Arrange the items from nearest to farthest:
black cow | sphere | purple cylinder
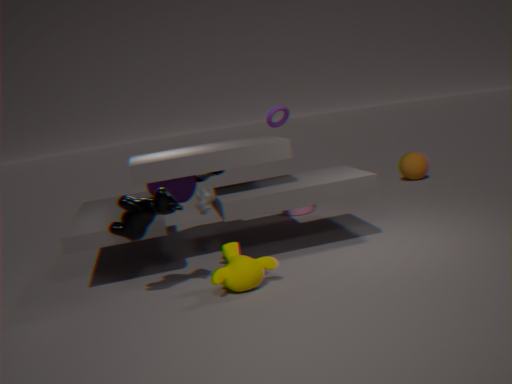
black cow → purple cylinder → sphere
